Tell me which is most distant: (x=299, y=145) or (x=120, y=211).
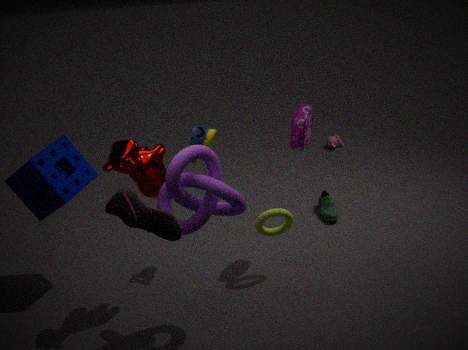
(x=299, y=145)
